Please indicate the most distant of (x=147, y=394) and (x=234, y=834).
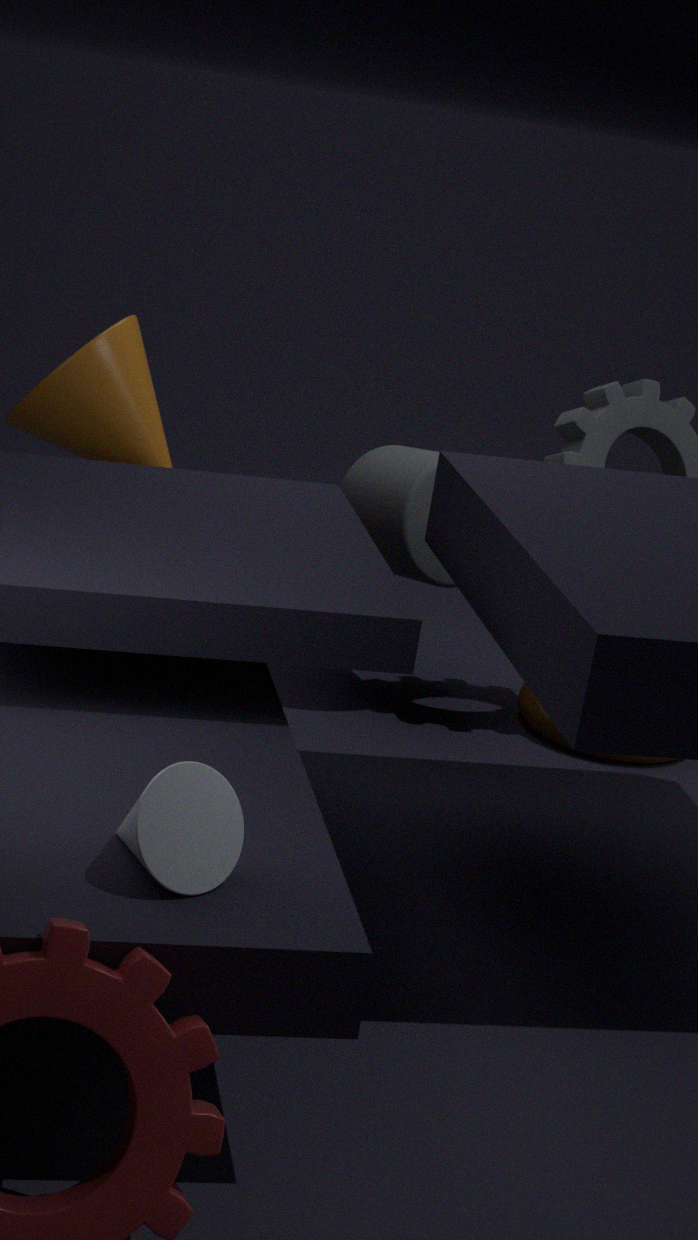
(x=147, y=394)
